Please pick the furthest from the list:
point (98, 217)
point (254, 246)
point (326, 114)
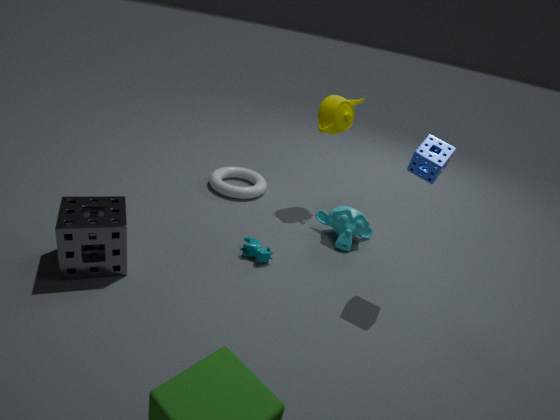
point (326, 114)
